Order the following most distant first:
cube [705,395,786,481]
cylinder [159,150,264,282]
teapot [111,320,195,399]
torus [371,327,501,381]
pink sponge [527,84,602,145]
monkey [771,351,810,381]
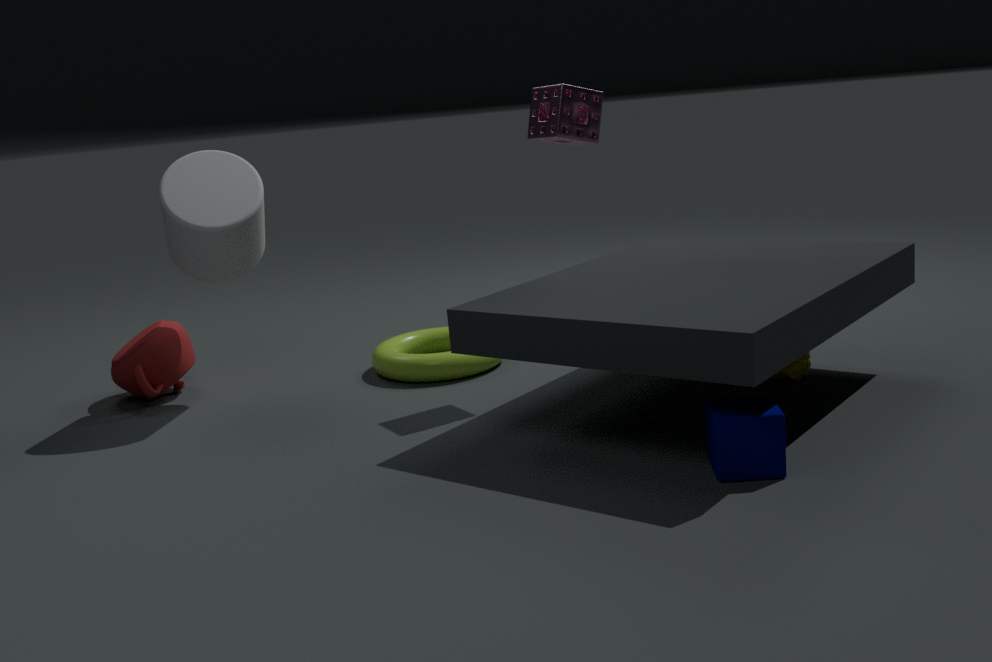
teapot [111,320,195,399], torus [371,327,501,381], cylinder [159,150,264,282], pink sponge [527,84,602,145], monkey [771,351,810,381], cube [705,395,786,481]
